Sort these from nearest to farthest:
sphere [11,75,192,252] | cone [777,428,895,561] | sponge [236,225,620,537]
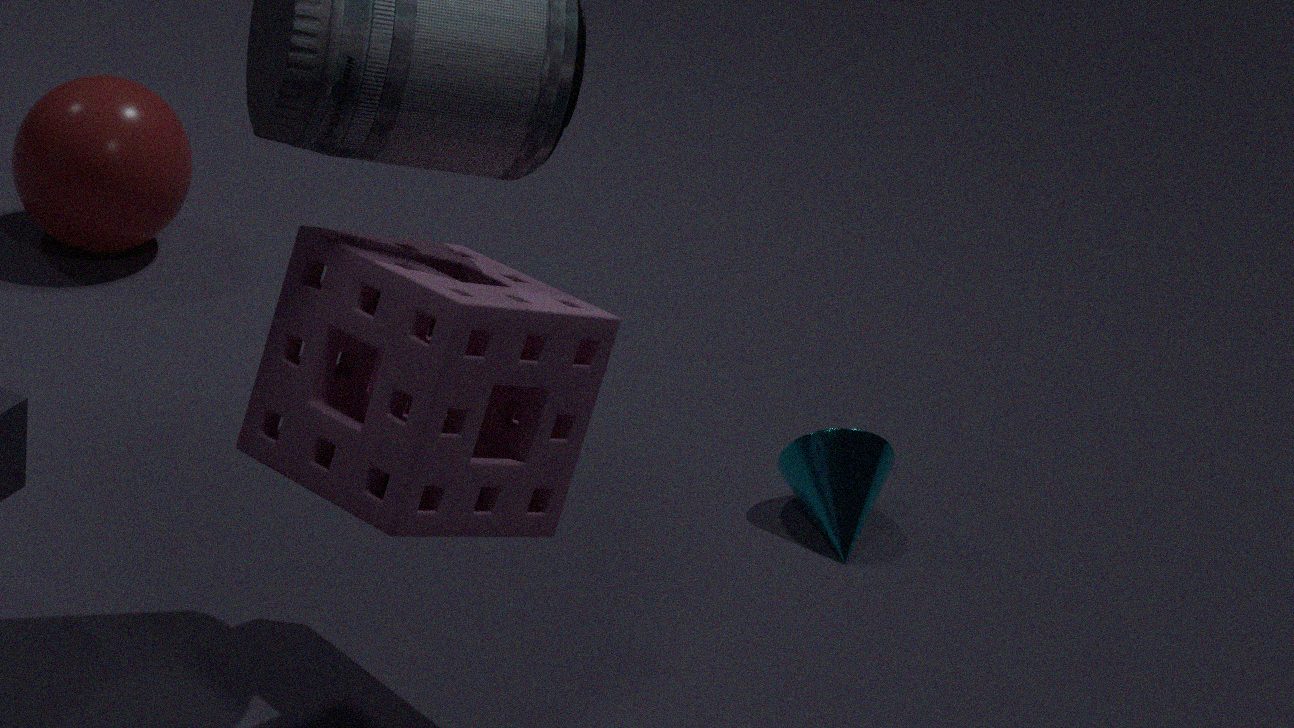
sponge [236,225,620,537], cone [777,428,895,561], sphere [11,75,192,252]
